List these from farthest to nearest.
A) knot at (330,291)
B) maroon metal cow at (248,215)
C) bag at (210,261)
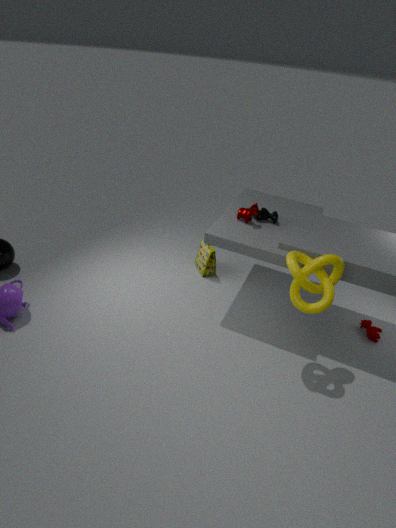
bag at (210,261) → maroon metal cow at (248,215) → knot at (330,291)
